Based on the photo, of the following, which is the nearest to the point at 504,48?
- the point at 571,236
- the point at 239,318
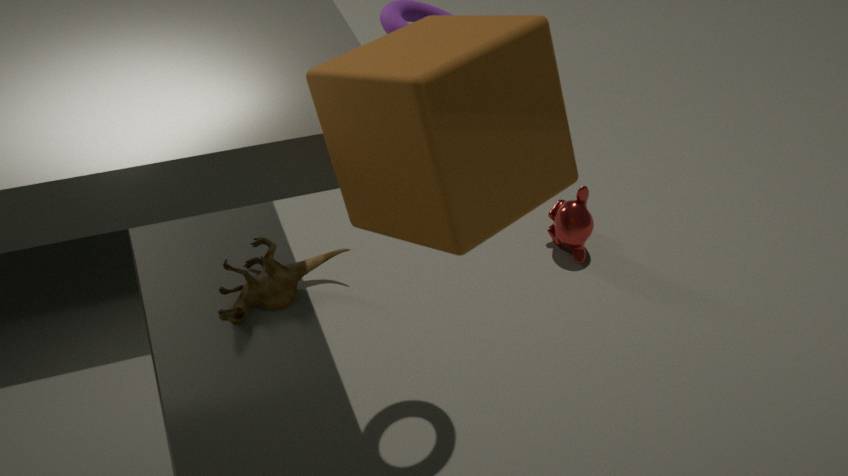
the point at 239,318
